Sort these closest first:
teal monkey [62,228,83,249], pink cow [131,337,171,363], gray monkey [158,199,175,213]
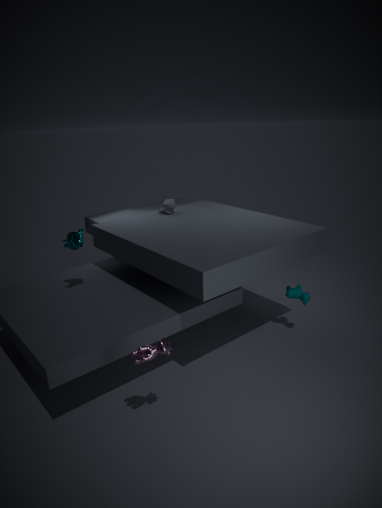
pink cow [131,337,171,363] < teal monkey [62,228,83,249] < gray monkey [158,199,175,213]
